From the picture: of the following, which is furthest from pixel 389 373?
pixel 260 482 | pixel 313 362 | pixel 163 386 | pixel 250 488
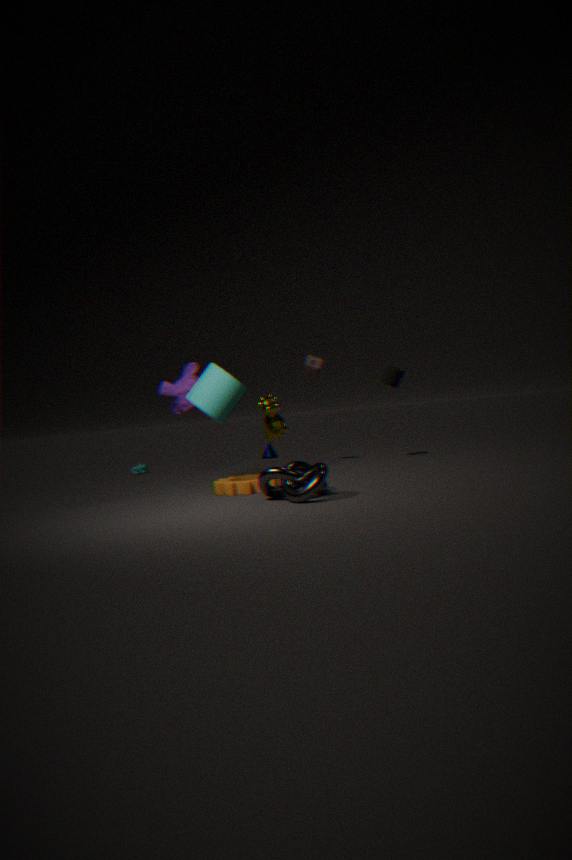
pixel 260 482
